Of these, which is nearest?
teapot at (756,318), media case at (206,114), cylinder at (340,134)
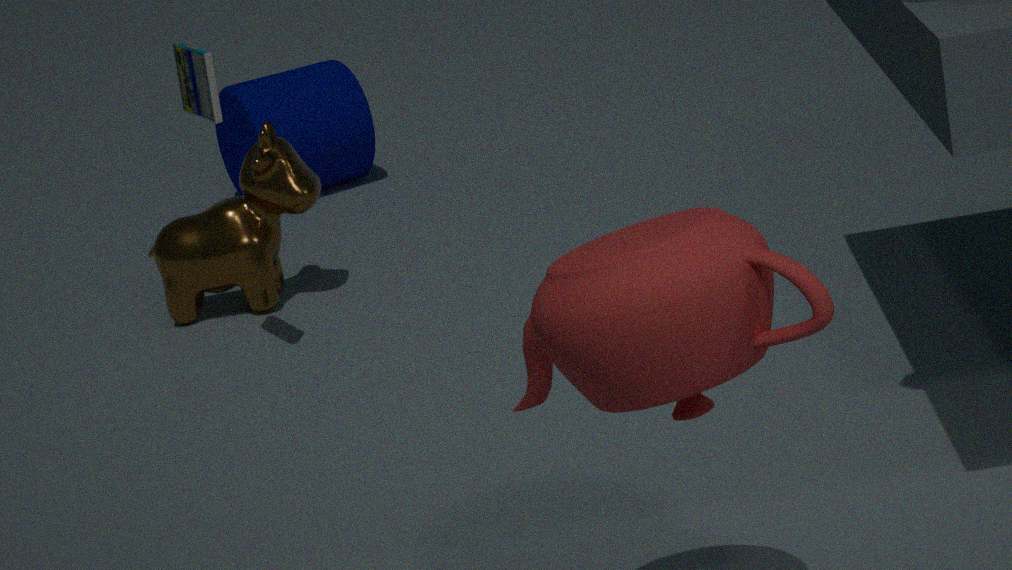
teapot at (756,318)
